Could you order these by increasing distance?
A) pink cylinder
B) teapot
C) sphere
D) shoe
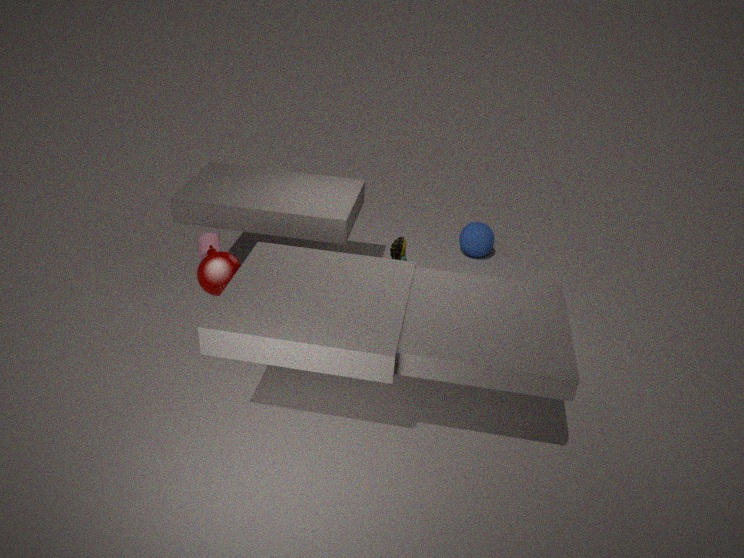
teapot → shoe → pink cylinder → sphere
